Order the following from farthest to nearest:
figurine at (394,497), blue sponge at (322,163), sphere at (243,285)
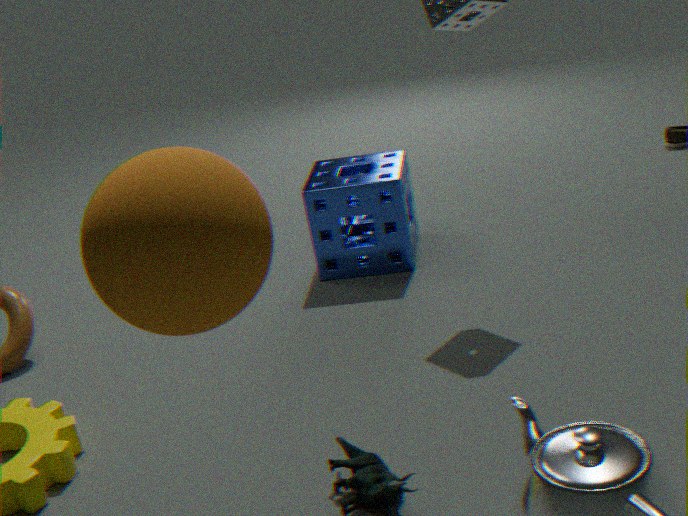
blue sponge at (322,163) < figurine at (394,497) < sphere at (243,285)
